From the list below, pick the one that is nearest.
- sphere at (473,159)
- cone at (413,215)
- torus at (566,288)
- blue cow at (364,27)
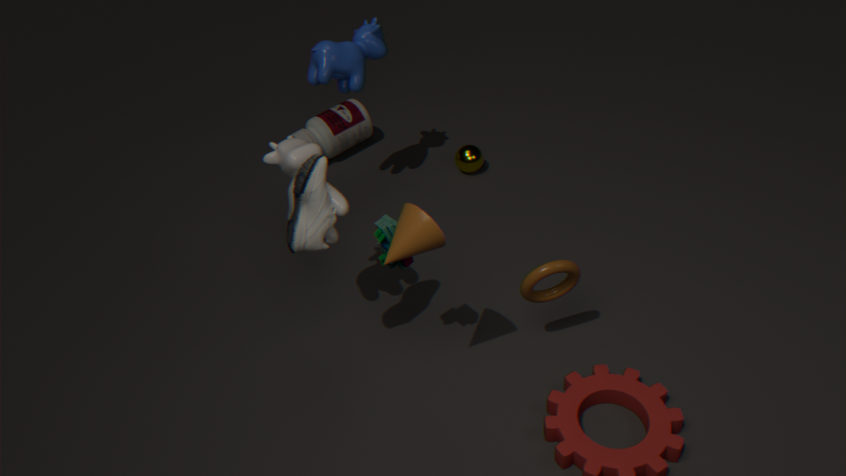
cone at (413,215)
